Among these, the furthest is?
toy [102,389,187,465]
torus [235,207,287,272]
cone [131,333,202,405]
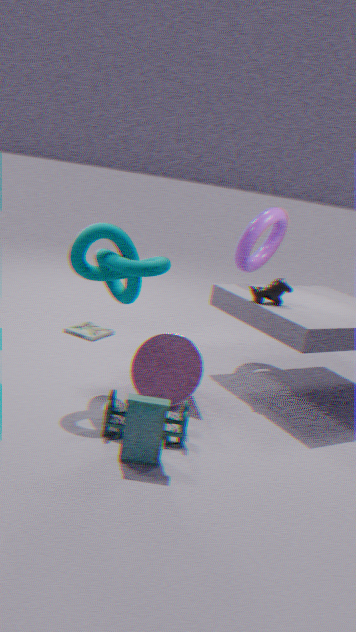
torus [235,207,287,272]
